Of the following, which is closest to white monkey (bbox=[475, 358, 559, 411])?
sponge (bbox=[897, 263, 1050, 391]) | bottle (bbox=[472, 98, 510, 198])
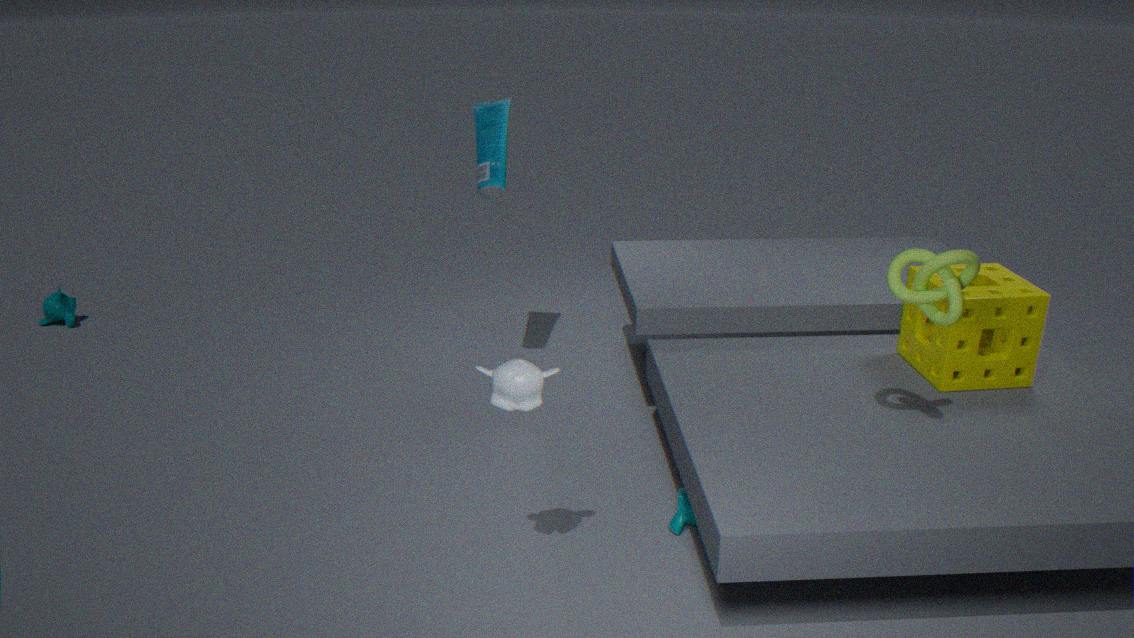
bottle (bbox=[472, 98, 510, 198])
